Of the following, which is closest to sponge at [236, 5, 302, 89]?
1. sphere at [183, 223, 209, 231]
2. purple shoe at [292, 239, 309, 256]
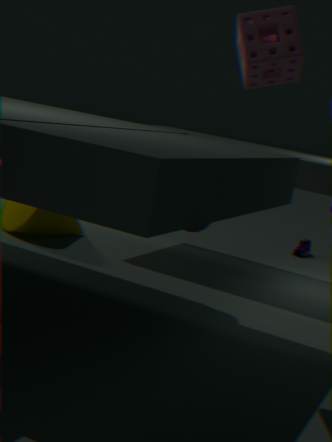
sphere at [183, 223, 209, 231]
